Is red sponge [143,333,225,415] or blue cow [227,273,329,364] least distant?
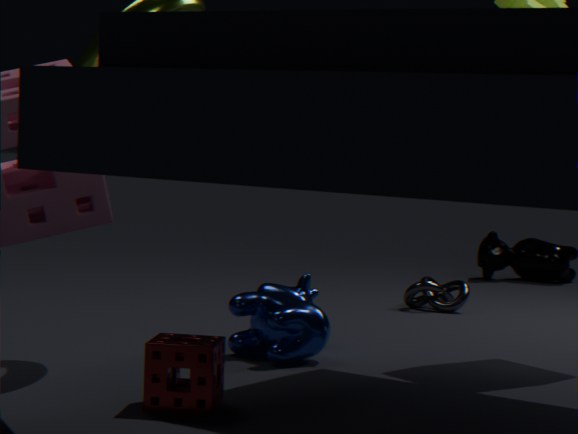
red sponge [143,333,225,415]
